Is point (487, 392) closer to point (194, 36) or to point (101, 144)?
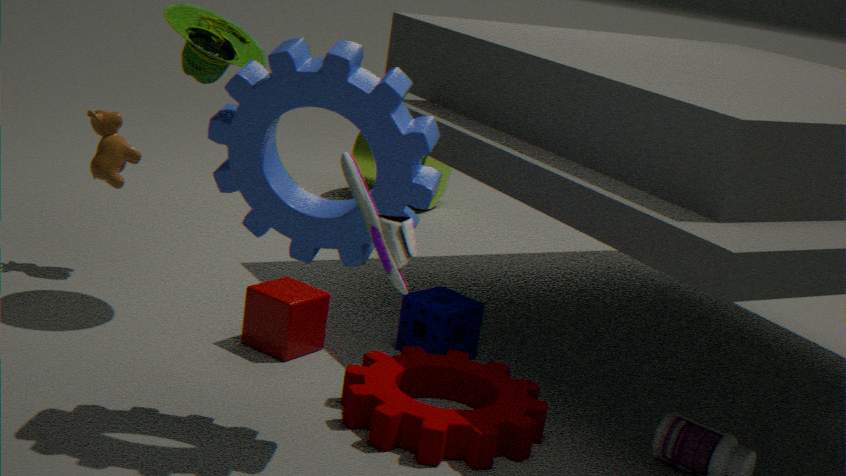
point (194, 36)
